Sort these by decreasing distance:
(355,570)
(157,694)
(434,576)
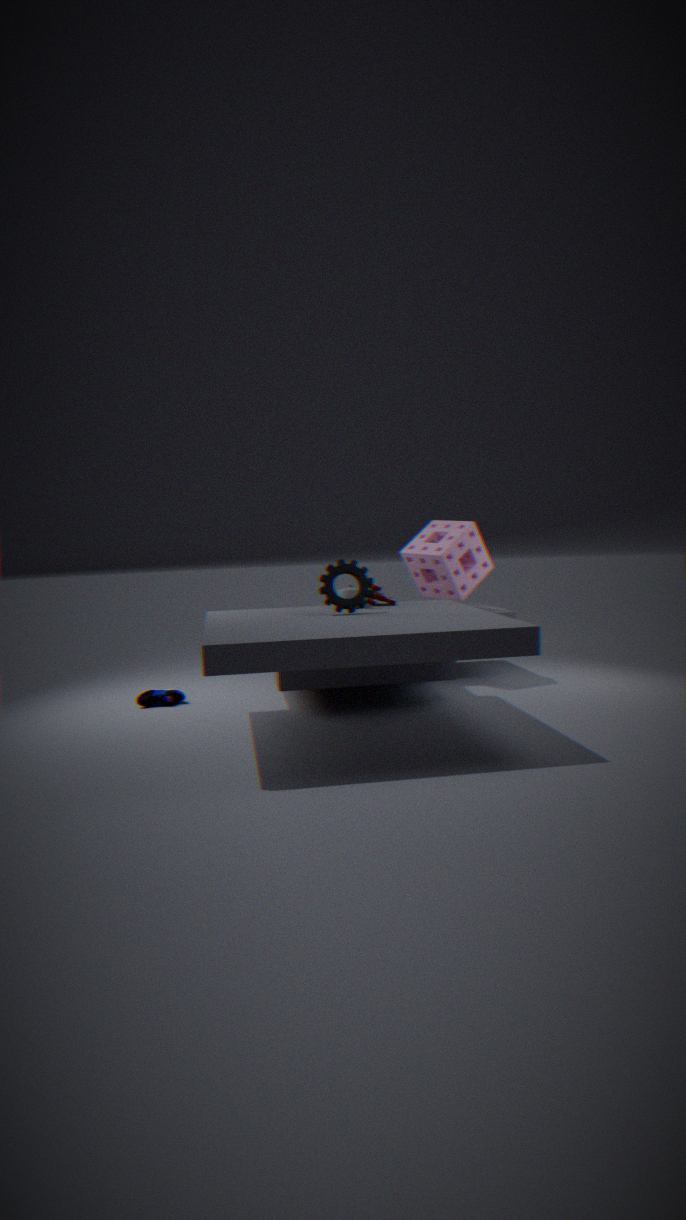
(434,576) → (157,694) → (355,570)
